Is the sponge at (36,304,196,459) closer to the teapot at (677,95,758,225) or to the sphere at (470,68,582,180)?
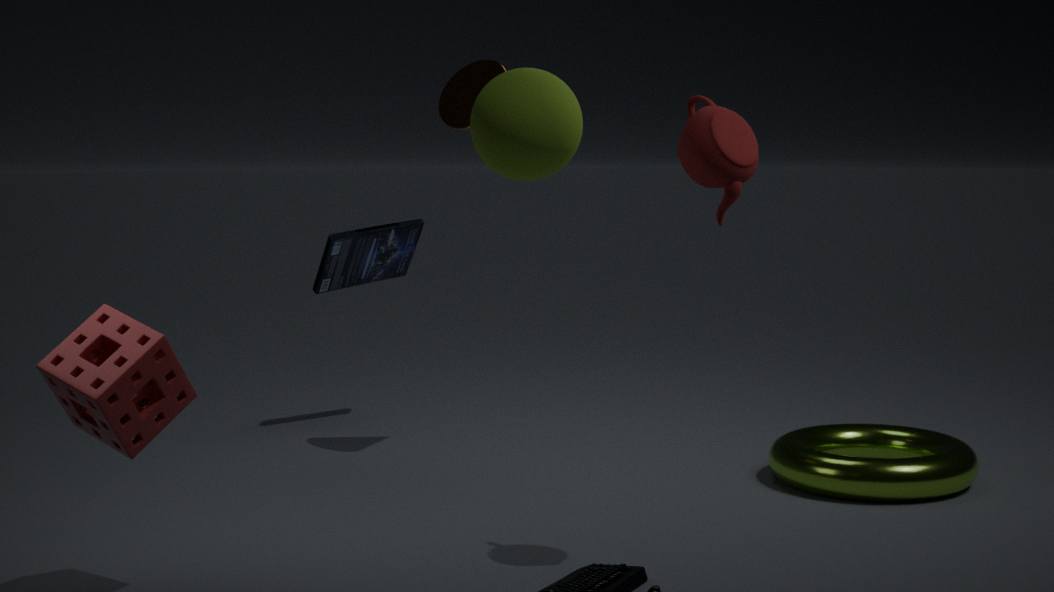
the sphere at (470,68,582,180)
